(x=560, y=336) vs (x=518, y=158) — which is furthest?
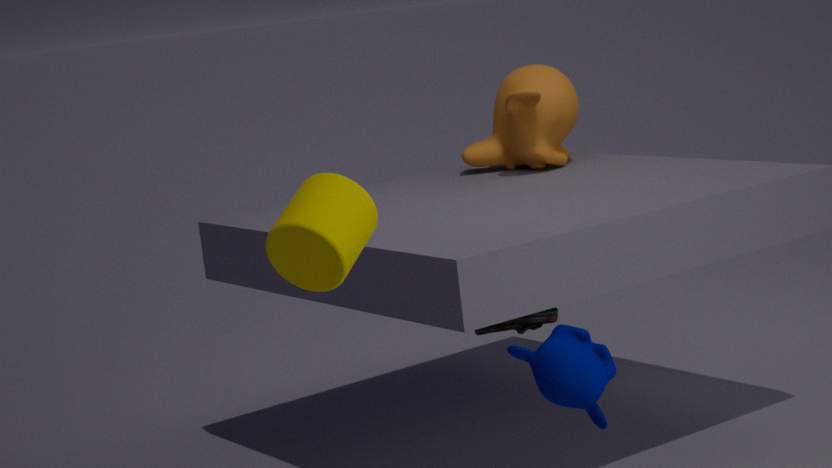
(x=518, y=158)
